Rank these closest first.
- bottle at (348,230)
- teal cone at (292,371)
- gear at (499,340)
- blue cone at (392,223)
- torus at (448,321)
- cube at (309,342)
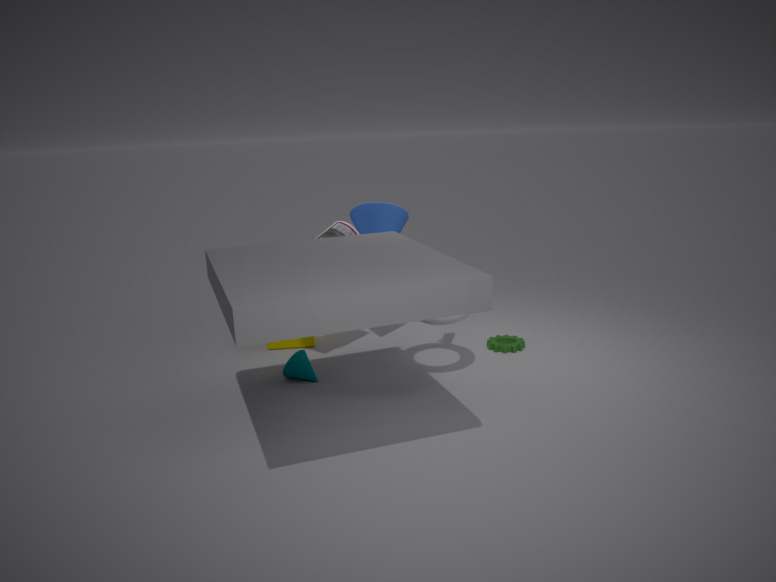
torus at (448,321) → teal cone at (292,371) → bottle at (348,230) → blue cone at (392,223) → gear at (499,340) → cube at (309,342)
